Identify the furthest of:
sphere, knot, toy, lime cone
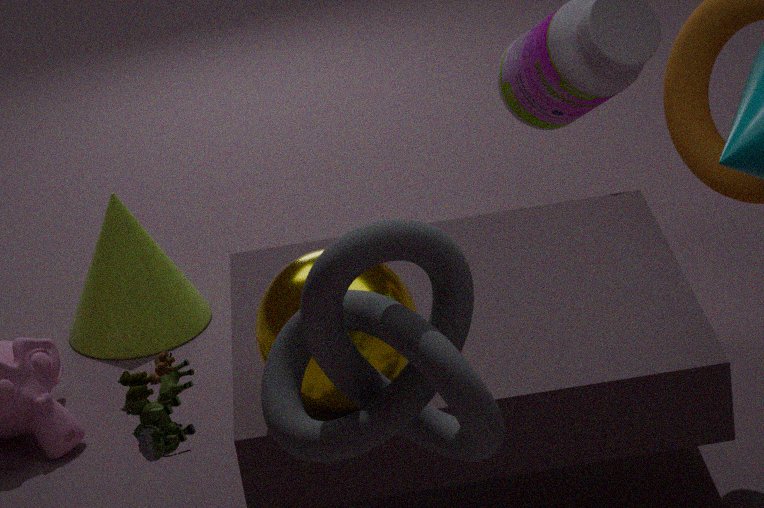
lime cone
